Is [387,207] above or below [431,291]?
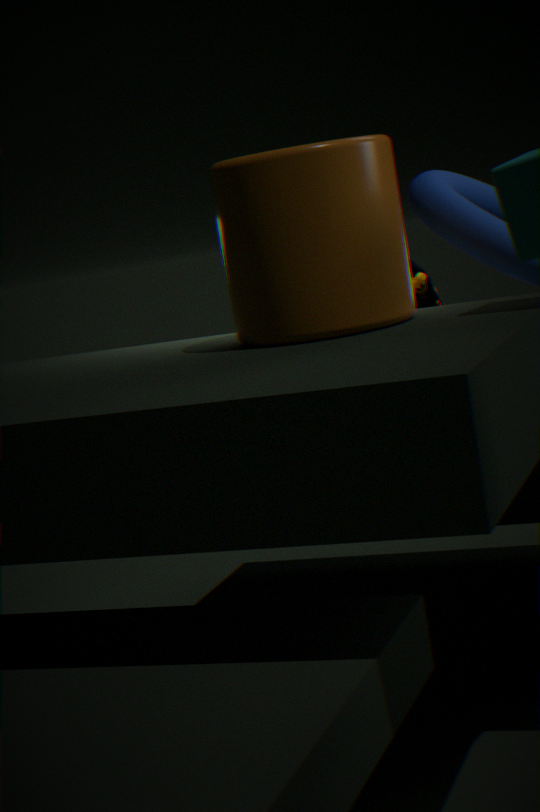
above
